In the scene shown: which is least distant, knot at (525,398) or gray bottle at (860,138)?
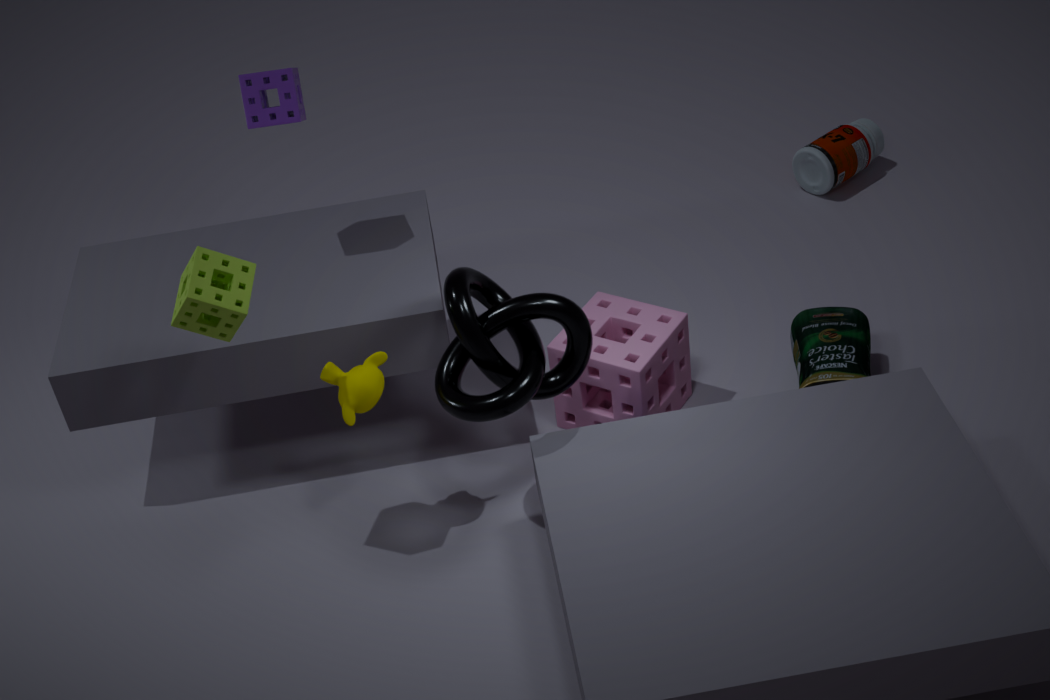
knot at (525,398)
